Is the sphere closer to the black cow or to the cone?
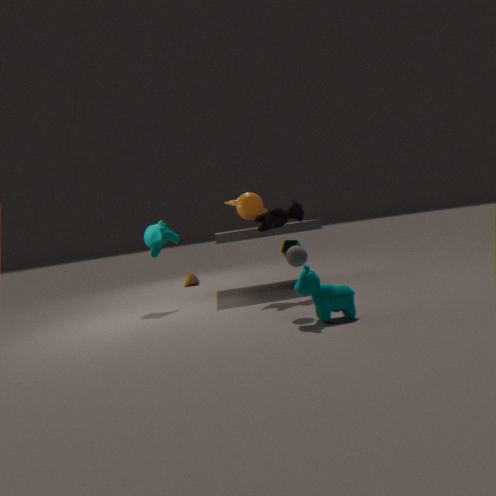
the black cow
